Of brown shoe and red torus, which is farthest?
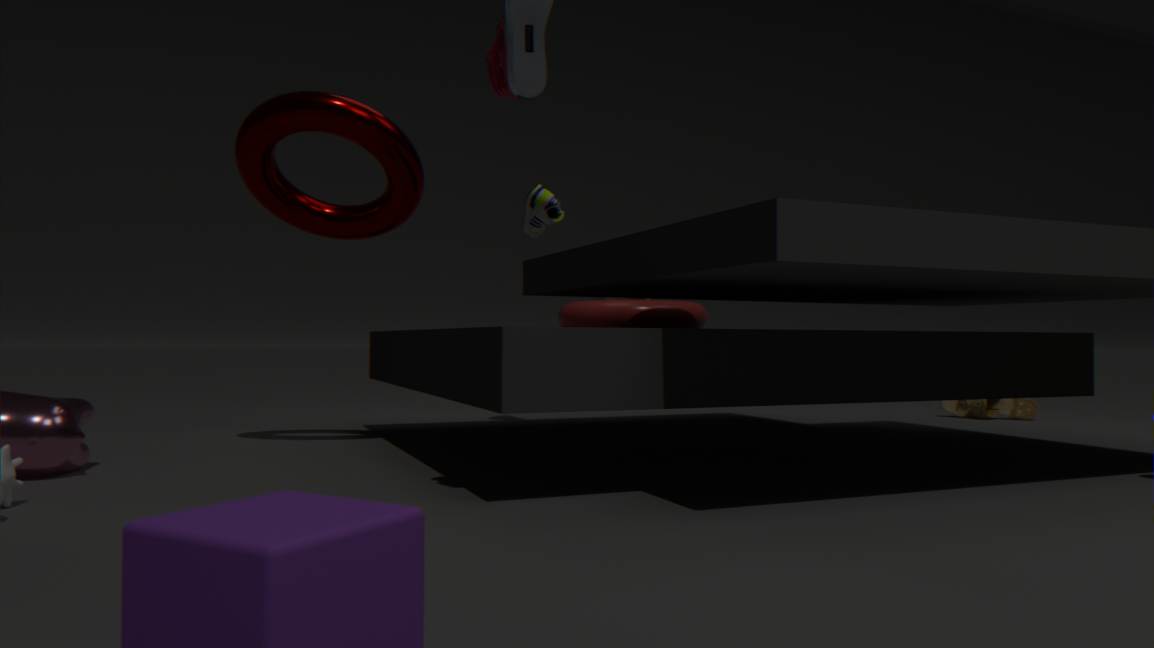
brown shoe
